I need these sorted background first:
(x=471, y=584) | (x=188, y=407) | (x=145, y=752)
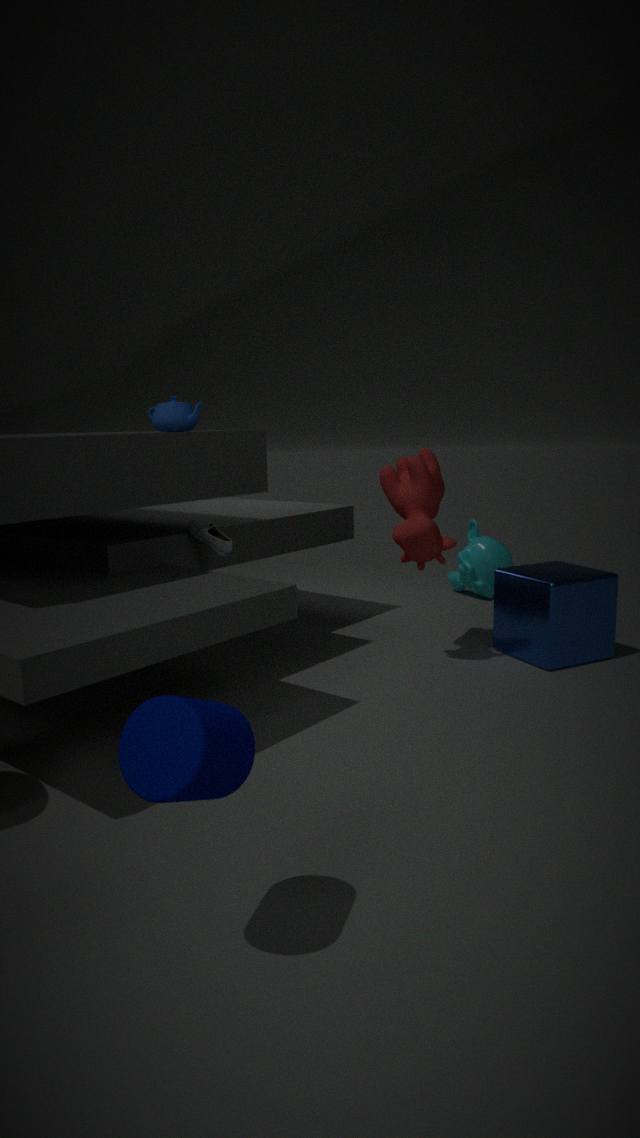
1. (x=471, y=584)
2. (x=188, y=407)
3. (x=145, y=752)
